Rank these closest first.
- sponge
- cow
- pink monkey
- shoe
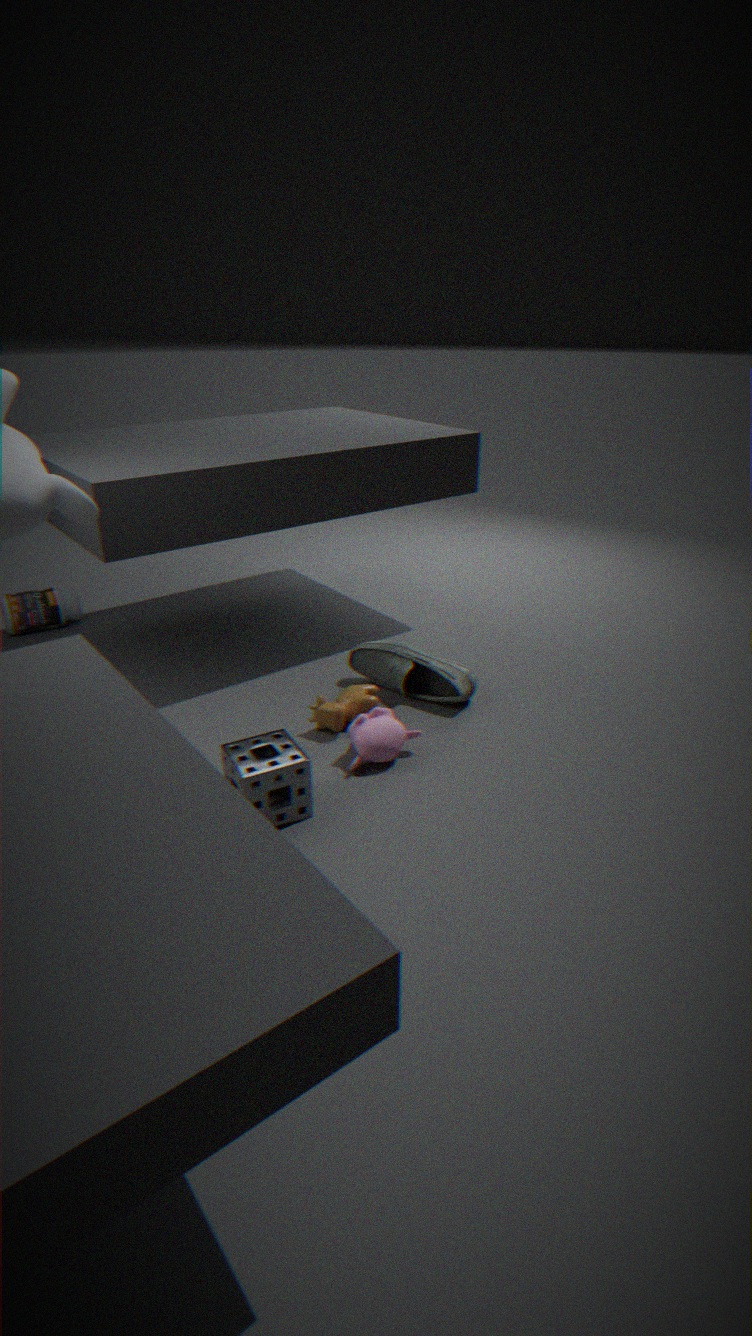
sponge < pink monkey < cow < shoe
